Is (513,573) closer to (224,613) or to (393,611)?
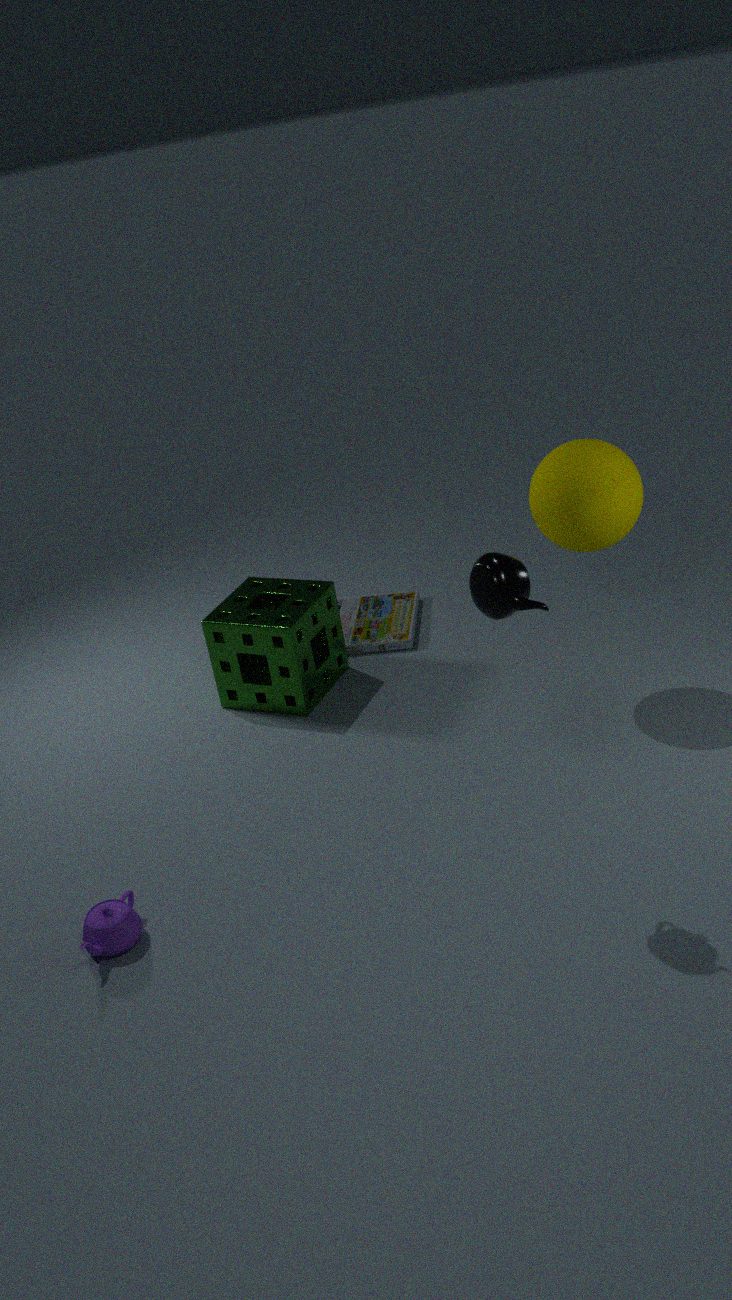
(224,613)
